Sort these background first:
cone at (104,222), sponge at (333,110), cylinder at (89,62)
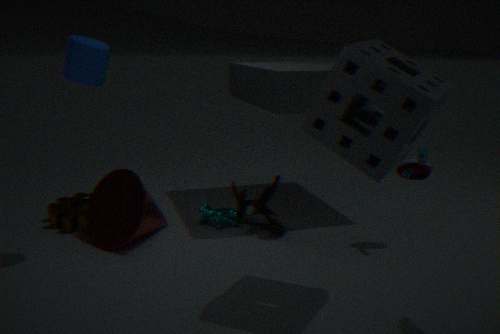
1. cone at (104,222)
2. cylinder at (89,62)
3. sponge at (333,110)
